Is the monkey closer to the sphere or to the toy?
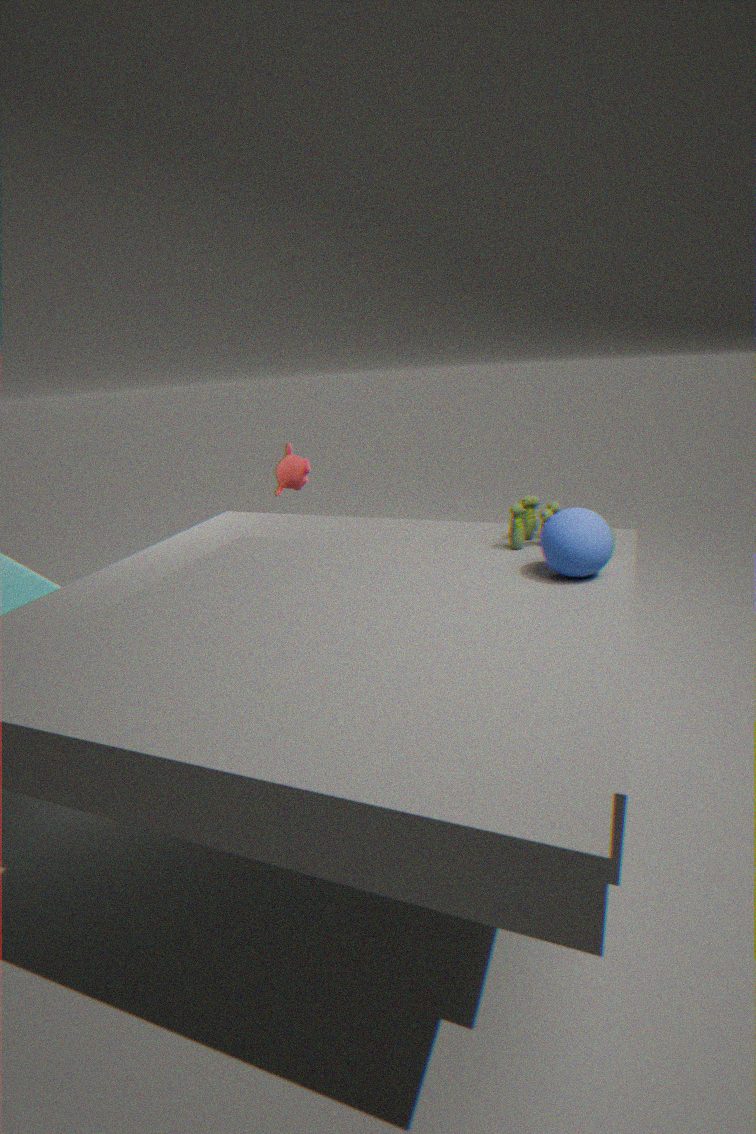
the toy
